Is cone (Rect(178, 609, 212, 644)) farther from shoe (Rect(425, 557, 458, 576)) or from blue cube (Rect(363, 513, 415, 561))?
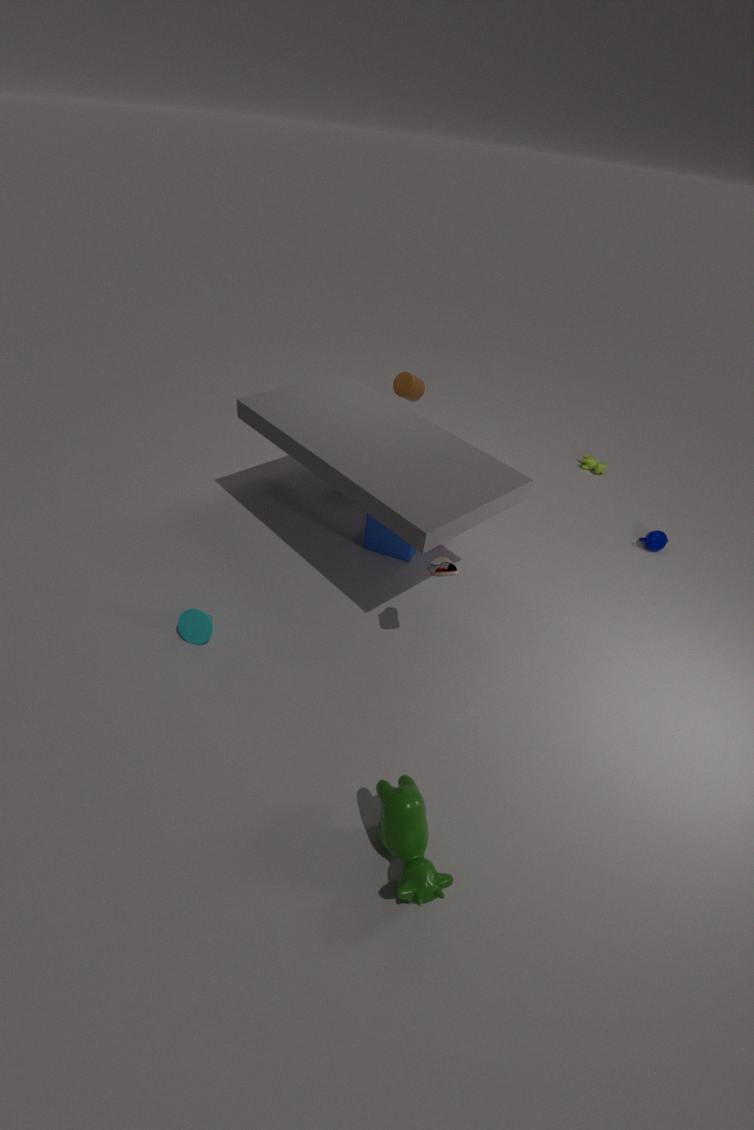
shoe (Rect(425, 557, 458, 576))
